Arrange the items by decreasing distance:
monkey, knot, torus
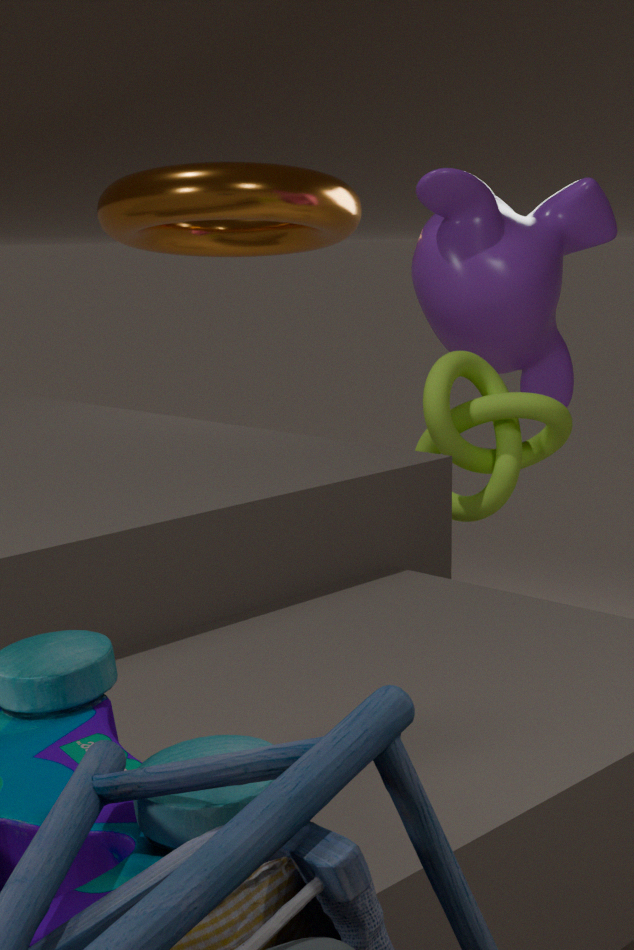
torus, monkey, knot
